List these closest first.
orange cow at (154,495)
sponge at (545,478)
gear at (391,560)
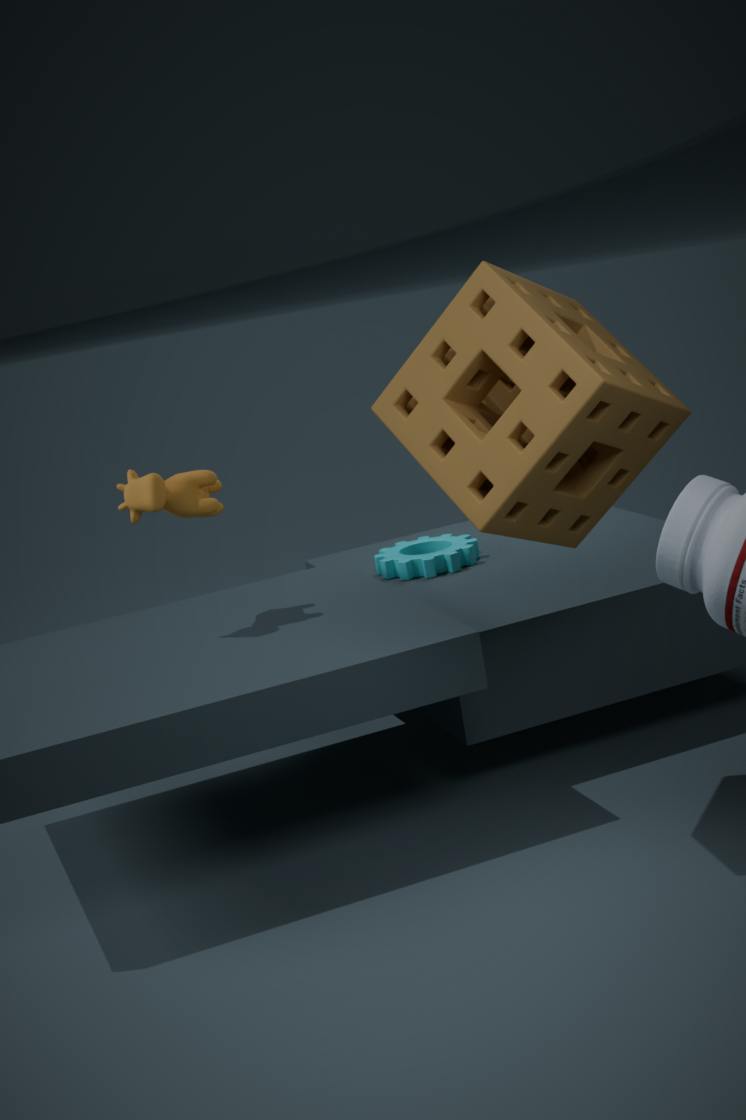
sponge at (545,478)
orange cow at (154,495)
gear at (391,560)
